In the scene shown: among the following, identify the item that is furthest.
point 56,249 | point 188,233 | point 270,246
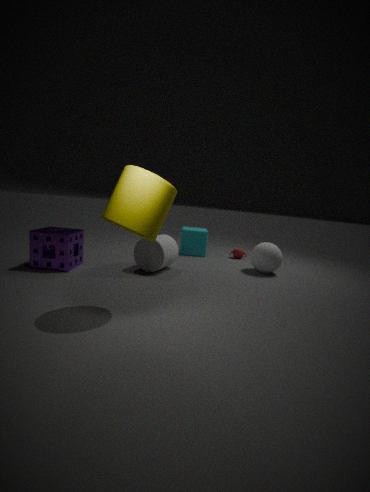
point 188,233
